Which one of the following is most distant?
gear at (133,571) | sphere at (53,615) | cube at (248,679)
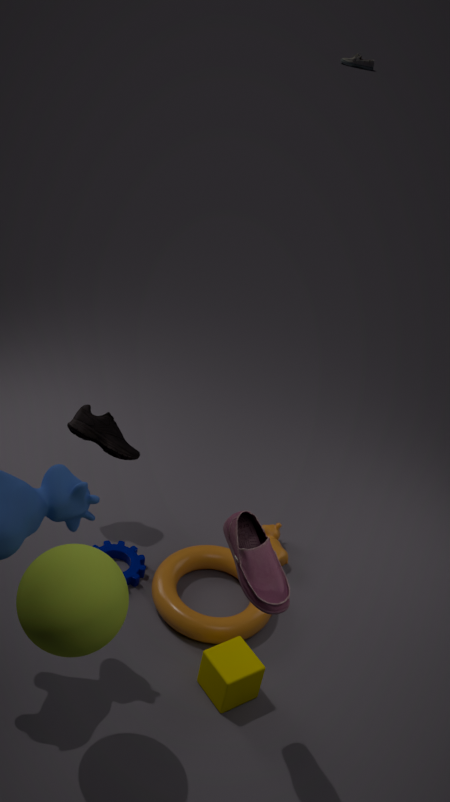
gear at (133,571)
